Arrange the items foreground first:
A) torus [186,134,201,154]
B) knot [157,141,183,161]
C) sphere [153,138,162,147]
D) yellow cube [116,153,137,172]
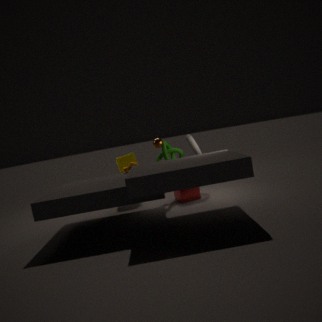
1. C. sphere [153,138,162,147]
2. A. torus [186,134,201,154]
3. B. knot [157,141,183,161]
4. D. yellow cube [116,153,137,172]
